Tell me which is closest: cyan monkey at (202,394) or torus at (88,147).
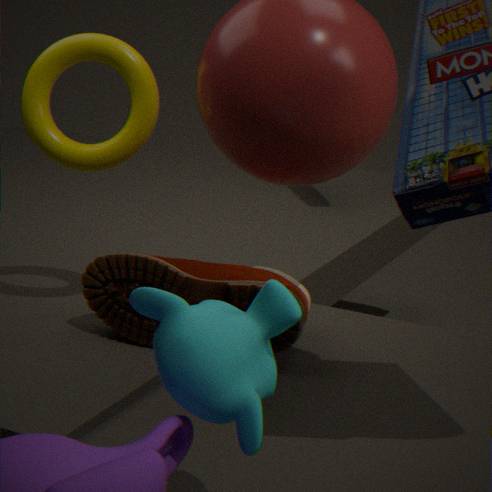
cyan monkey at (202,394)
